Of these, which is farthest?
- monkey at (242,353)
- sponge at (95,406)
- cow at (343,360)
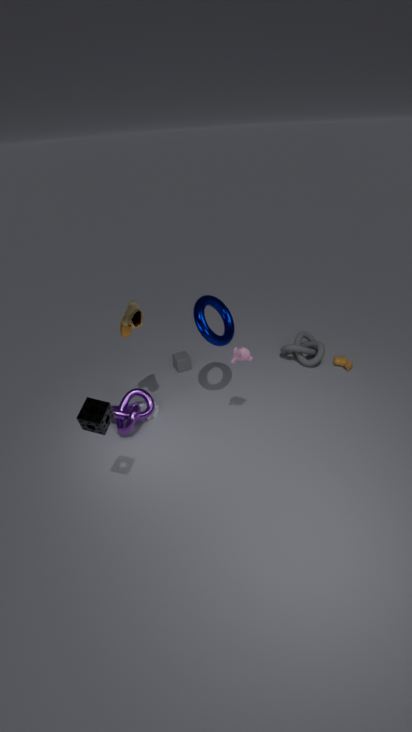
cow at (343,360)
